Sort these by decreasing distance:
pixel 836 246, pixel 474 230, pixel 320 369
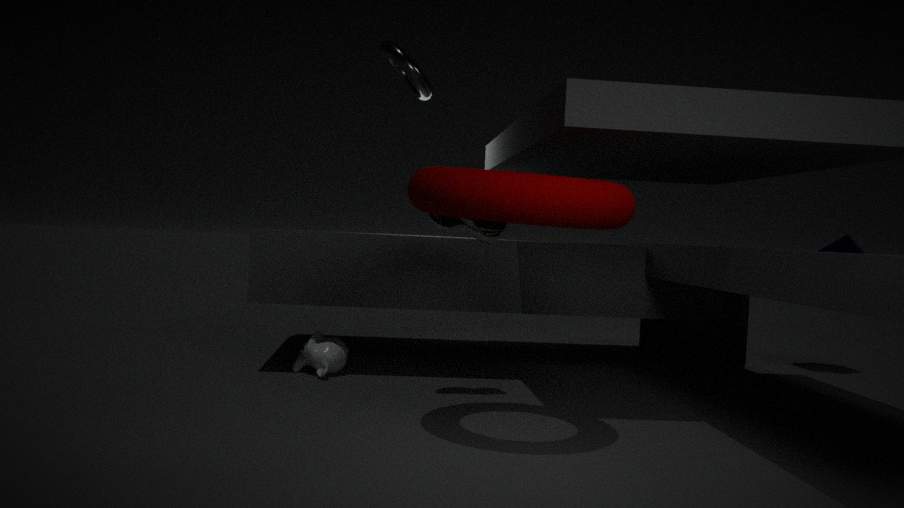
pixel 836 246
pixel 320 369
pixel 474 230
